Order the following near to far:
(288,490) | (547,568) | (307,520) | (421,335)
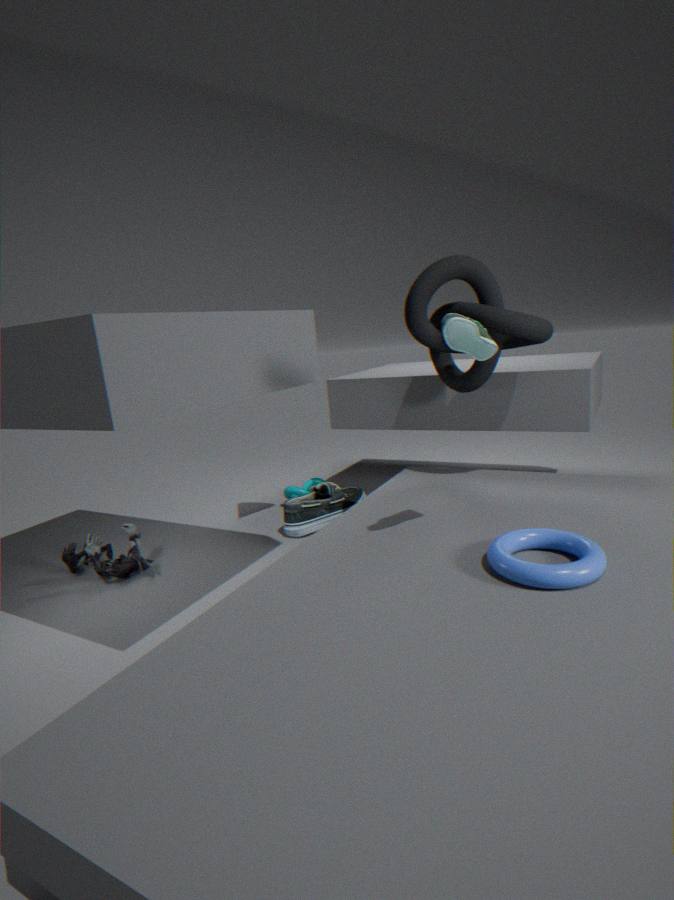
(547,568) → (421,335) → (307,520) → (288,490)
